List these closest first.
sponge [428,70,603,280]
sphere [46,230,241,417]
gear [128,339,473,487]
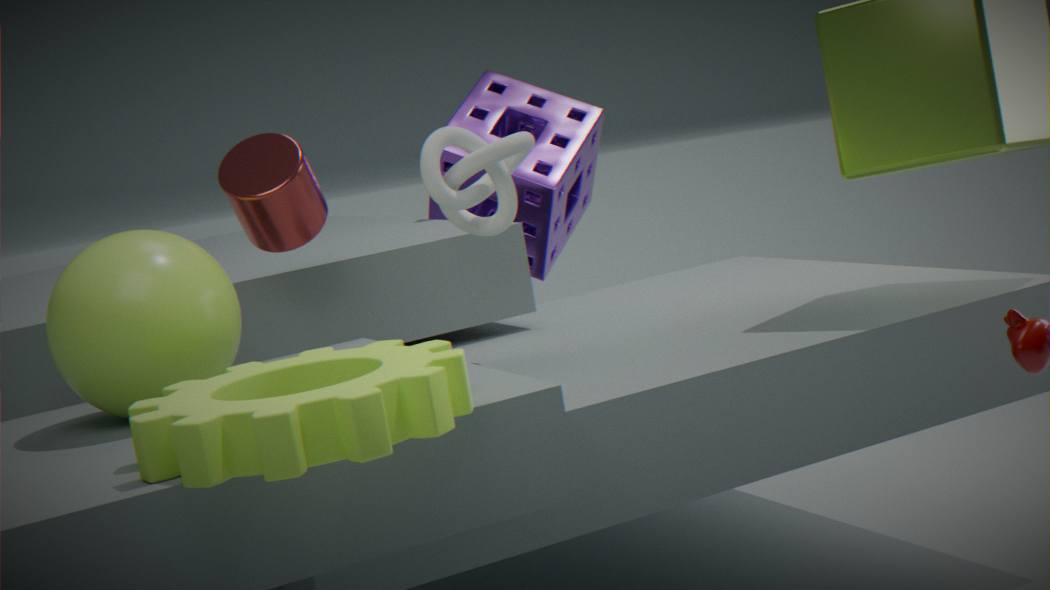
gear [128,339,473,487], sphere [46,230,241,417], sponge [428,70,603,280]
